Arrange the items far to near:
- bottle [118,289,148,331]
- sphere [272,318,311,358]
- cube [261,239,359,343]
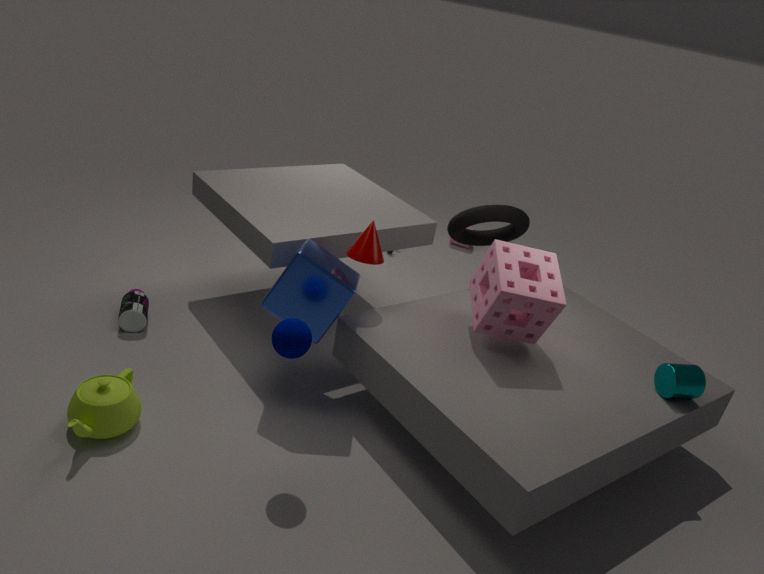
bottle [118,289,148,331] < cube [261,239,359,343] < sphere [272,318,311,358]
